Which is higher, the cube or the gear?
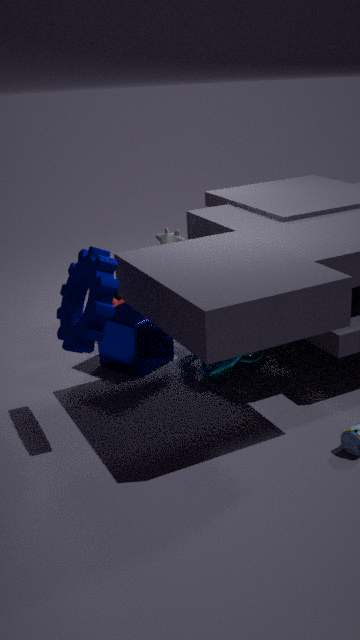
the gear
